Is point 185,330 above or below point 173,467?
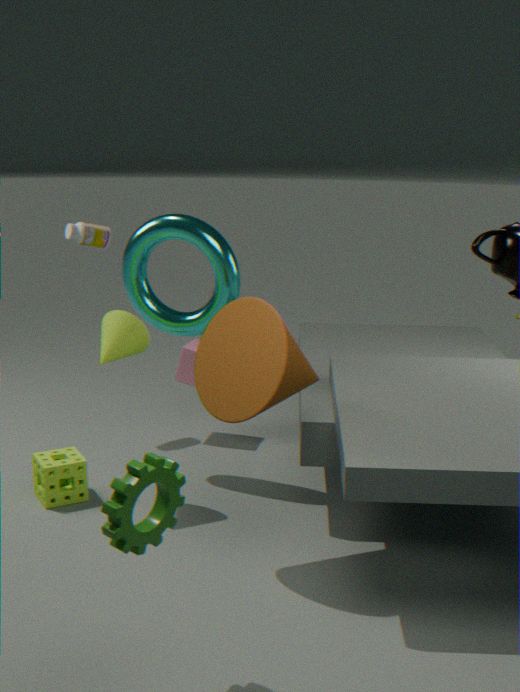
above
